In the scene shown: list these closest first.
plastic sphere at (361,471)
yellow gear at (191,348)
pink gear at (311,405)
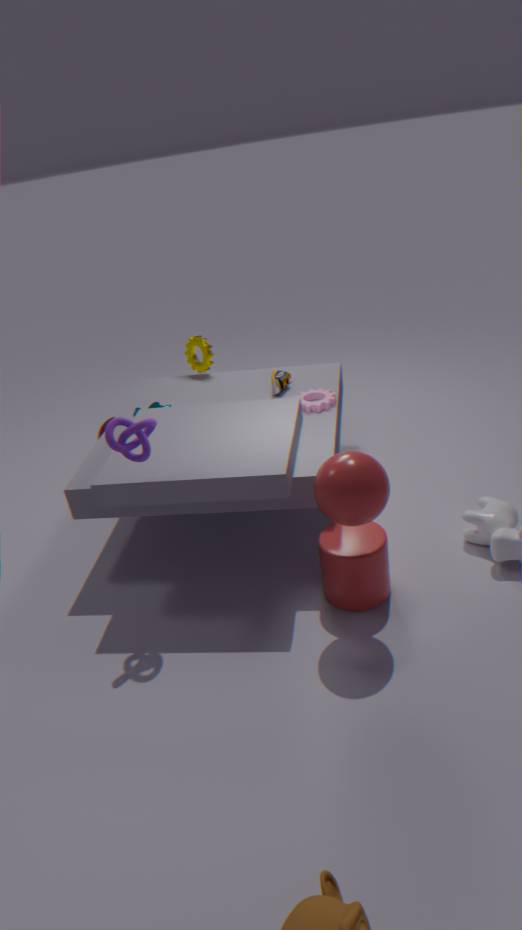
plastic sphere at (361,471) < pink gear at (311,405) < yellow gear at (191,348)
